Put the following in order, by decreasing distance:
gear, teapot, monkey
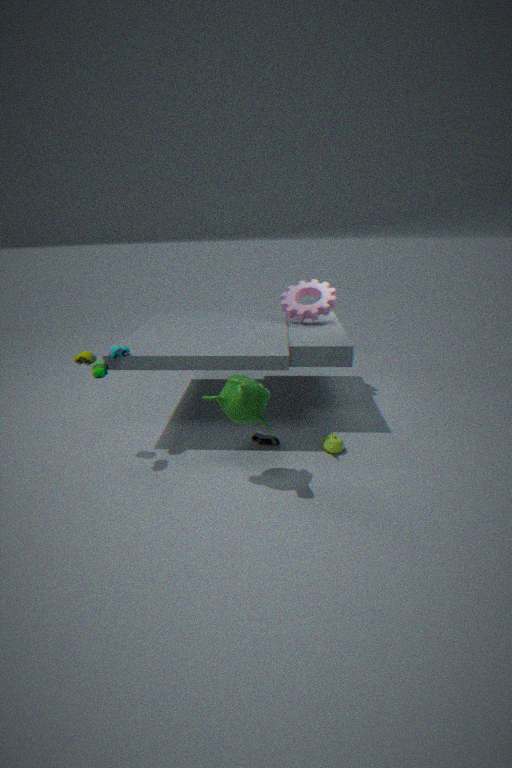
gear
teapot
monkey
